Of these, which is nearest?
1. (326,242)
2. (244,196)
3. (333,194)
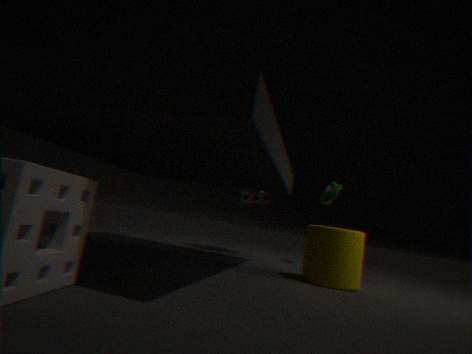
(326,242)
